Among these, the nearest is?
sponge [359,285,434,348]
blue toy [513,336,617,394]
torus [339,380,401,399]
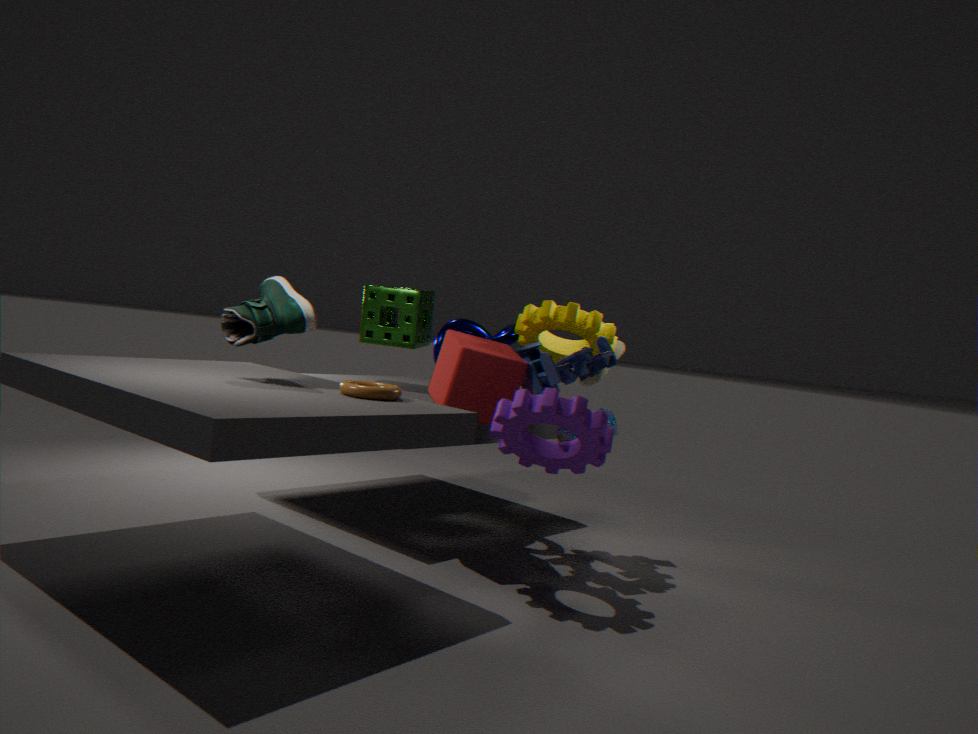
torus [339,380,401,399]
